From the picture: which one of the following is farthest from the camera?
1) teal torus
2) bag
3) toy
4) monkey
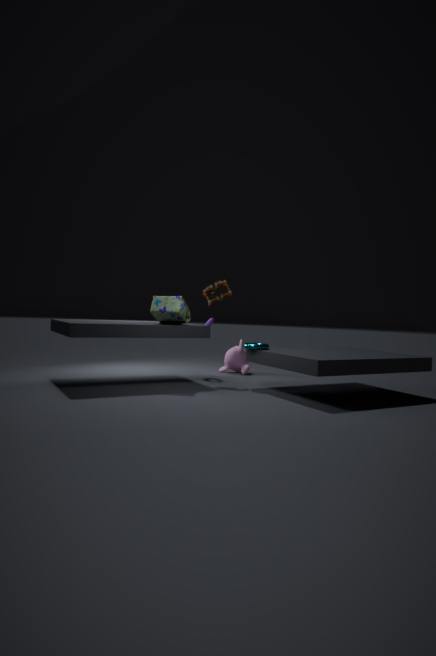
4. monkey
